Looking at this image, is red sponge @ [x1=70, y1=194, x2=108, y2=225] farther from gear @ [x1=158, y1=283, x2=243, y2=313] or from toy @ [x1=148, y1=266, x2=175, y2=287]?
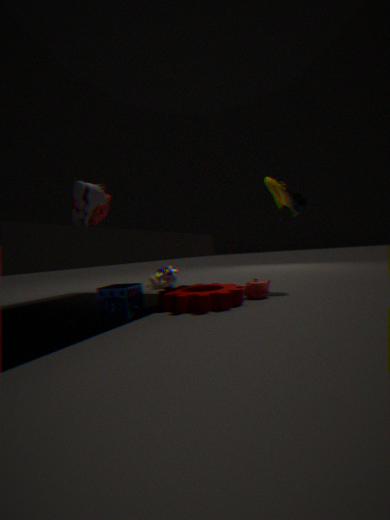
toy @ [x1=148, y1=266, x2=175, y2=287]
